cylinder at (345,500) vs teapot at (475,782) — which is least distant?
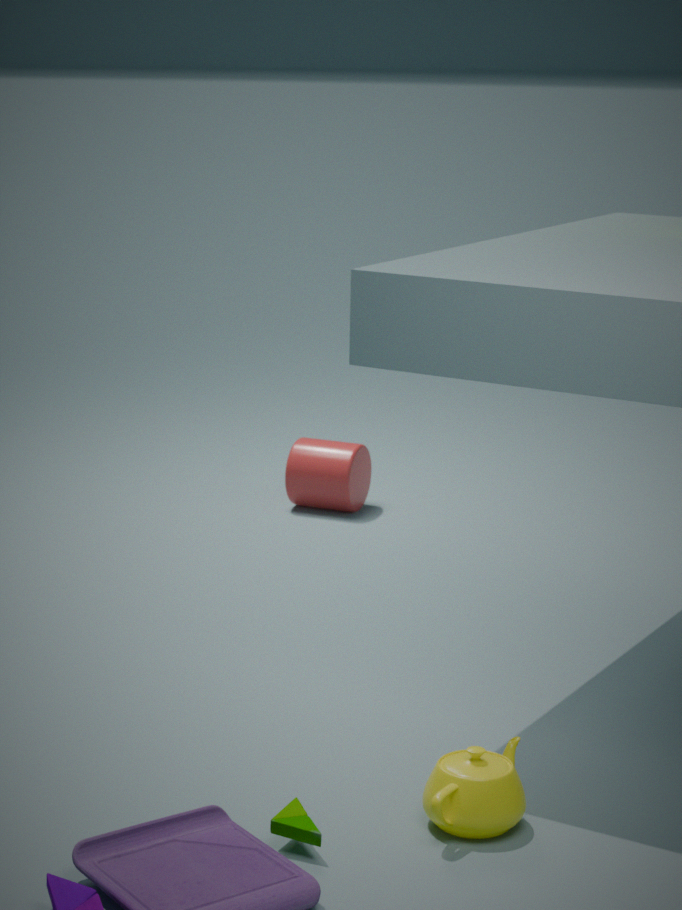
teapot at (475,782)
